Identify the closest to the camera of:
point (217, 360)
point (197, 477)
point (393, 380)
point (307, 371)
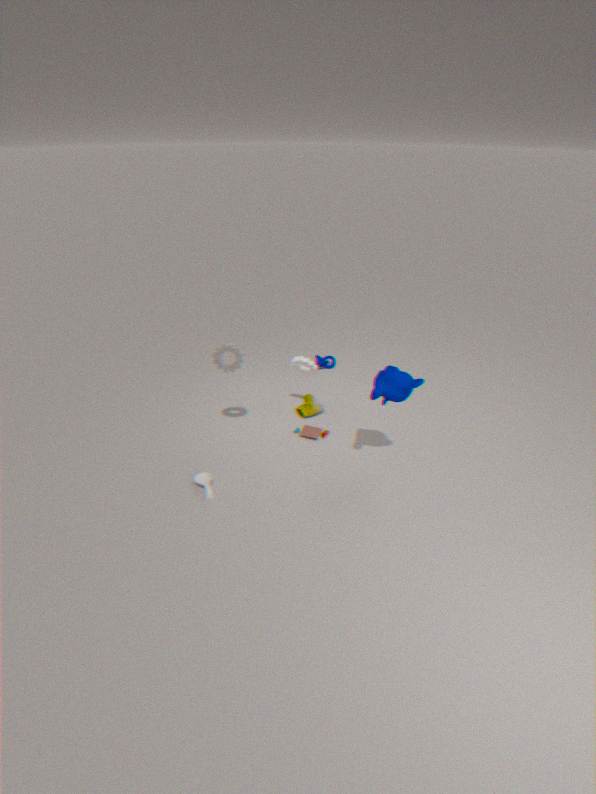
point (393, 380)
